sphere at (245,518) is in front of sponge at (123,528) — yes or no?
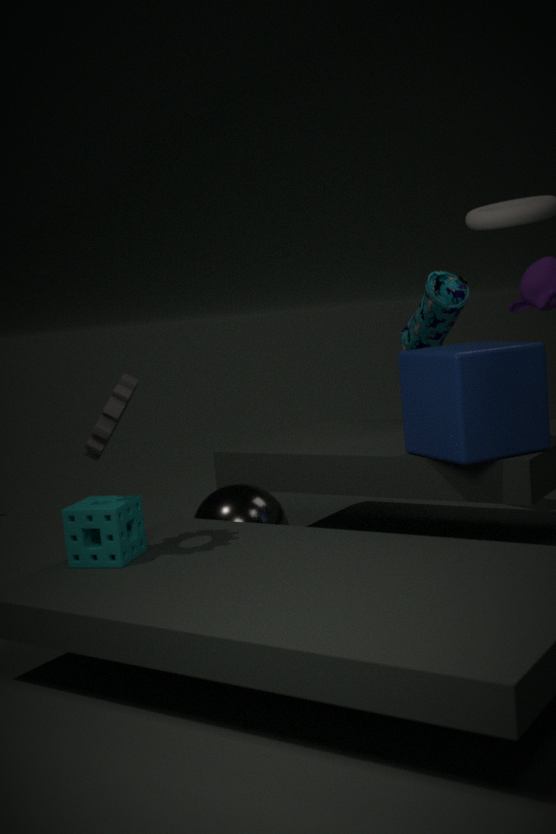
No
